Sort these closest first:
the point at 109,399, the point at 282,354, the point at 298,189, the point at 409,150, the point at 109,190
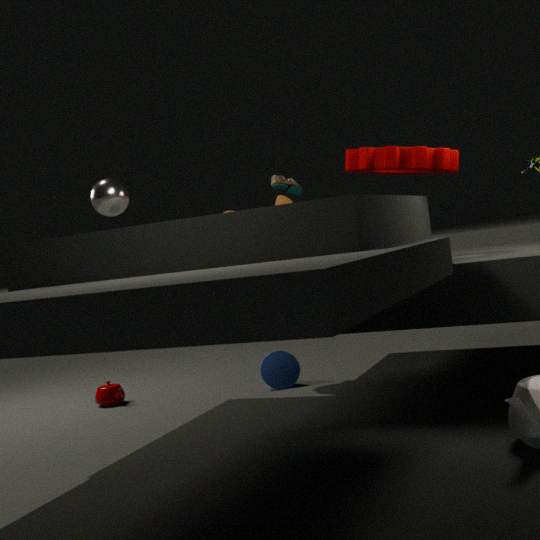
1. the point at 109,190
2. the point at 409,150
3. the point at 282,354
4. the point at 109,399
5. the point at 298,189
